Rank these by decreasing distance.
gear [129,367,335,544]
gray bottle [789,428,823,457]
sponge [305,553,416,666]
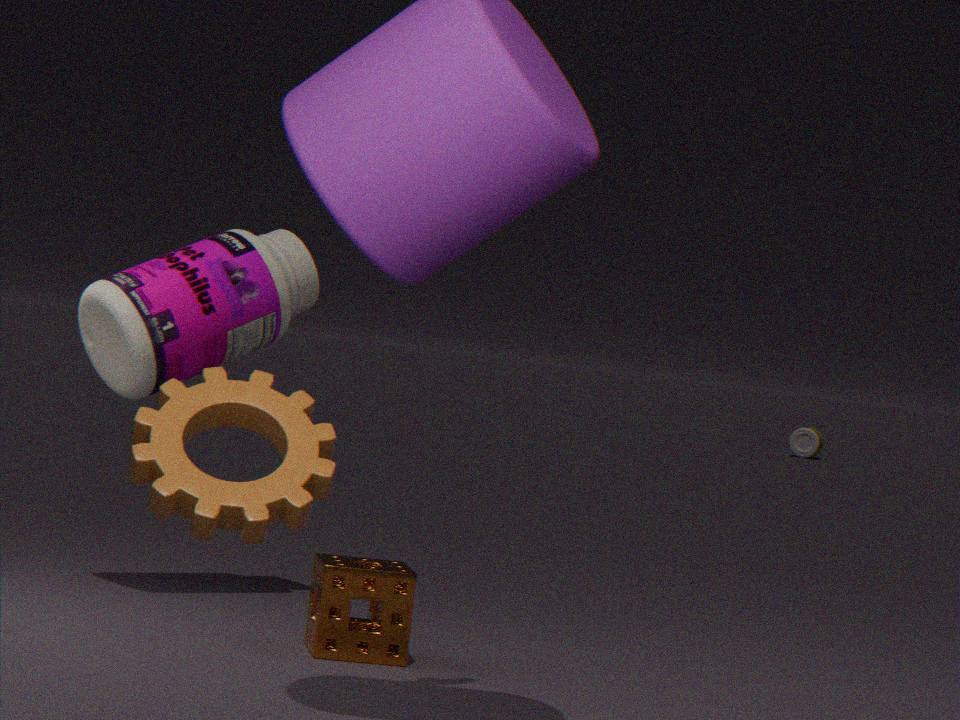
gray bottle [789,428,823,457] < sponge [305,553,416,666] < gear [129,367,335,544]
